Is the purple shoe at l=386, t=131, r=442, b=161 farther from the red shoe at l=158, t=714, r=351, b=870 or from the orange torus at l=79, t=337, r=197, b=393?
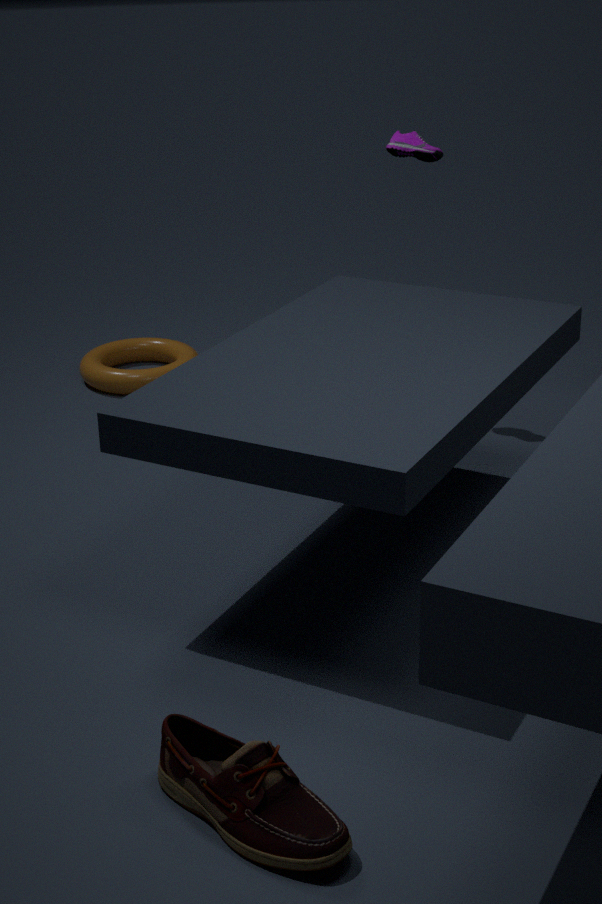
the red shoe at l=158, t=714, r=351, b=870
